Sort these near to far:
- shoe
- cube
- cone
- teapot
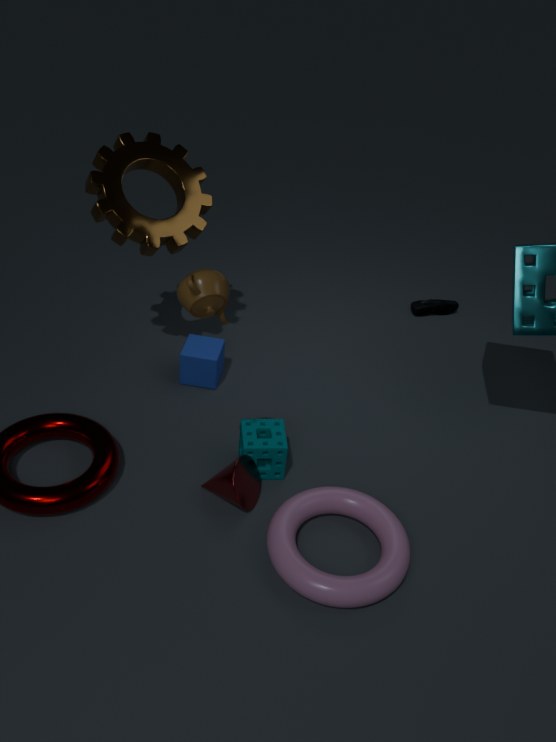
teapot → cone → cube → shoe
